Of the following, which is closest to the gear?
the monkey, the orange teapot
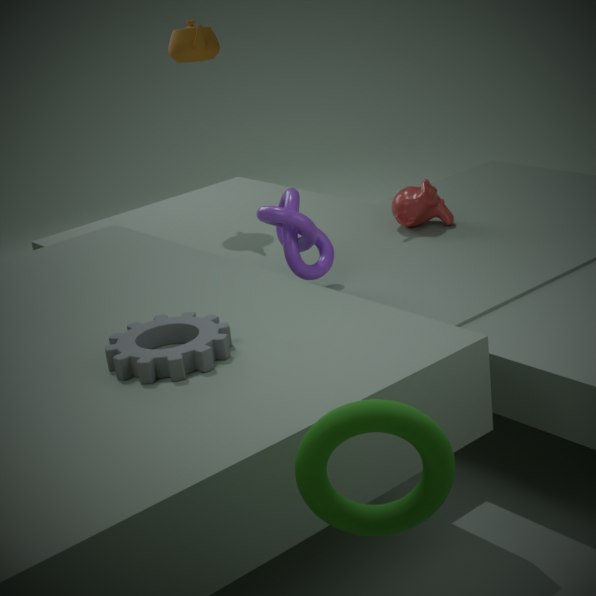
the monkey
